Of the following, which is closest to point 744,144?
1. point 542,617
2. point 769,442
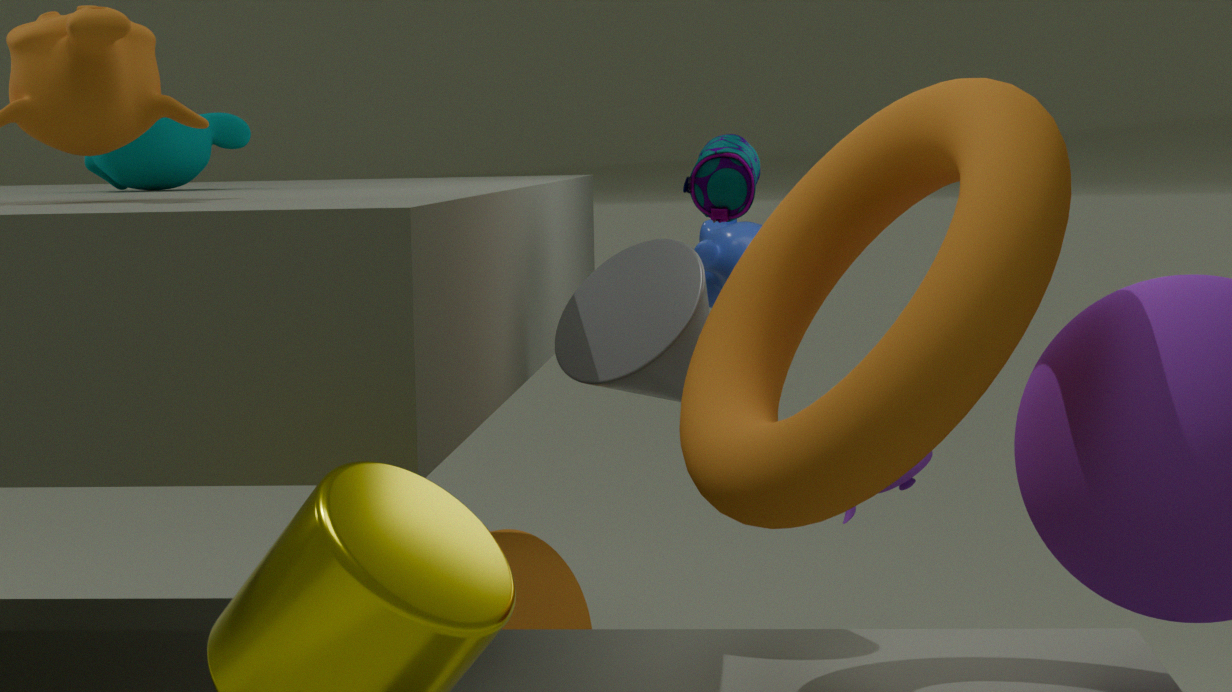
point 769,442
